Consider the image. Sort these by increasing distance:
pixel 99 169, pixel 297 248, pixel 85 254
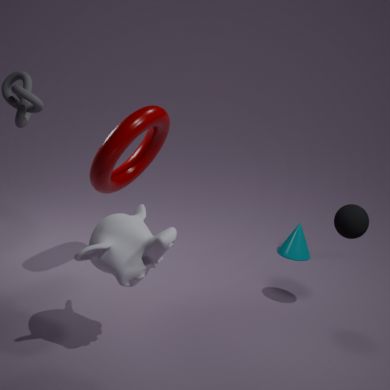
pixel 85 254 < pixel 99 169 < pixel 297 248
